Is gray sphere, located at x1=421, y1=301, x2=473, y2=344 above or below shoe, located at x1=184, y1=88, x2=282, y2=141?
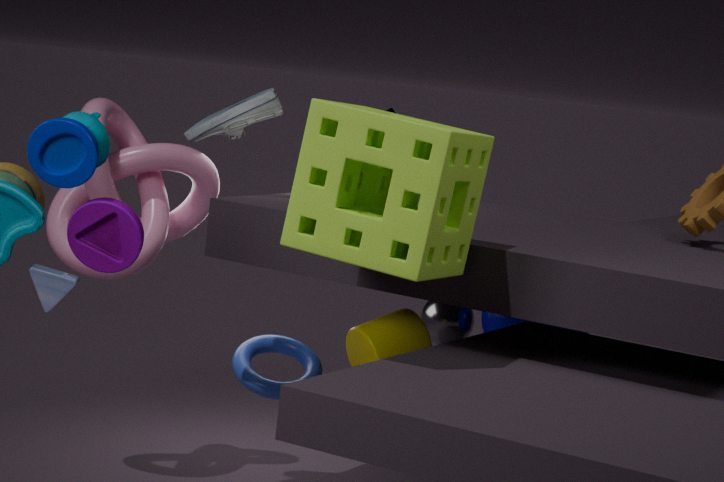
below
